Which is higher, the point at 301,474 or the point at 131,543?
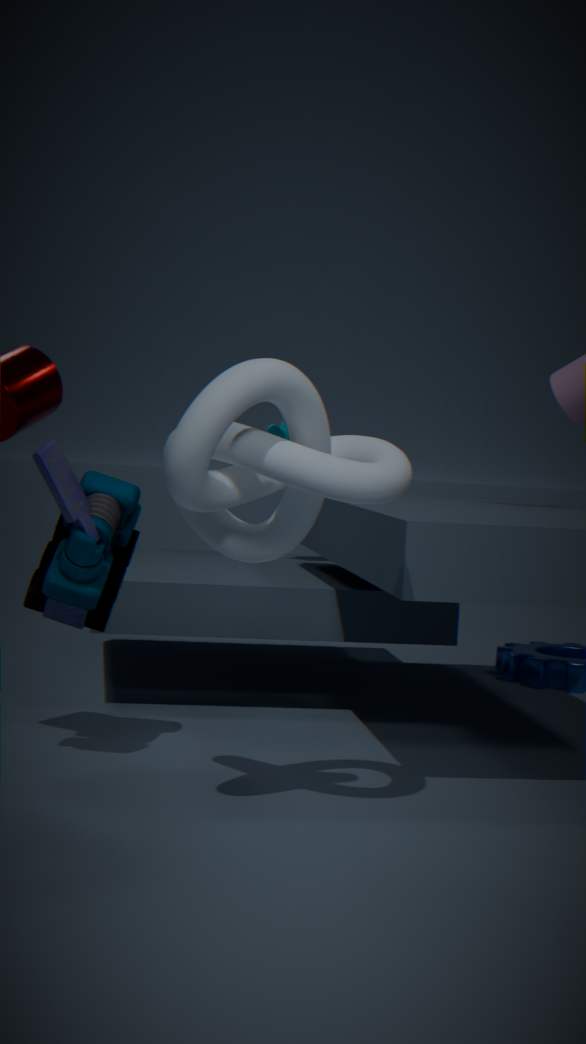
the point at 301,474
